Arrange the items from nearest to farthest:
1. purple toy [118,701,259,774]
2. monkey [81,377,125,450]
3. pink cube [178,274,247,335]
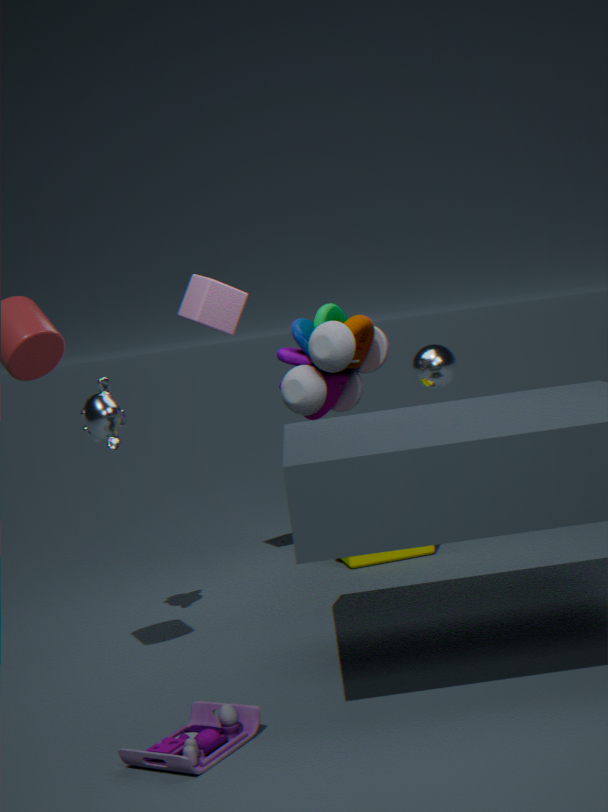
purple toy [118,701,259,774] < monkey [81,377,125,450] < pink cube [178,274,247,335]
